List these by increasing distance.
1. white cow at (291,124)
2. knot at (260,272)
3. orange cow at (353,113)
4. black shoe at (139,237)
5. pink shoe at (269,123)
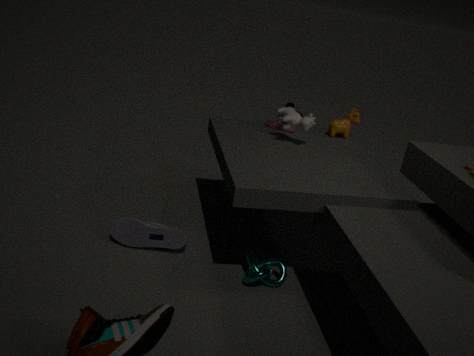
knot at (260,272), black shoe at (139,237), white cow at (291,124), pink shoe at (269,123), orange cow at (353,113)
